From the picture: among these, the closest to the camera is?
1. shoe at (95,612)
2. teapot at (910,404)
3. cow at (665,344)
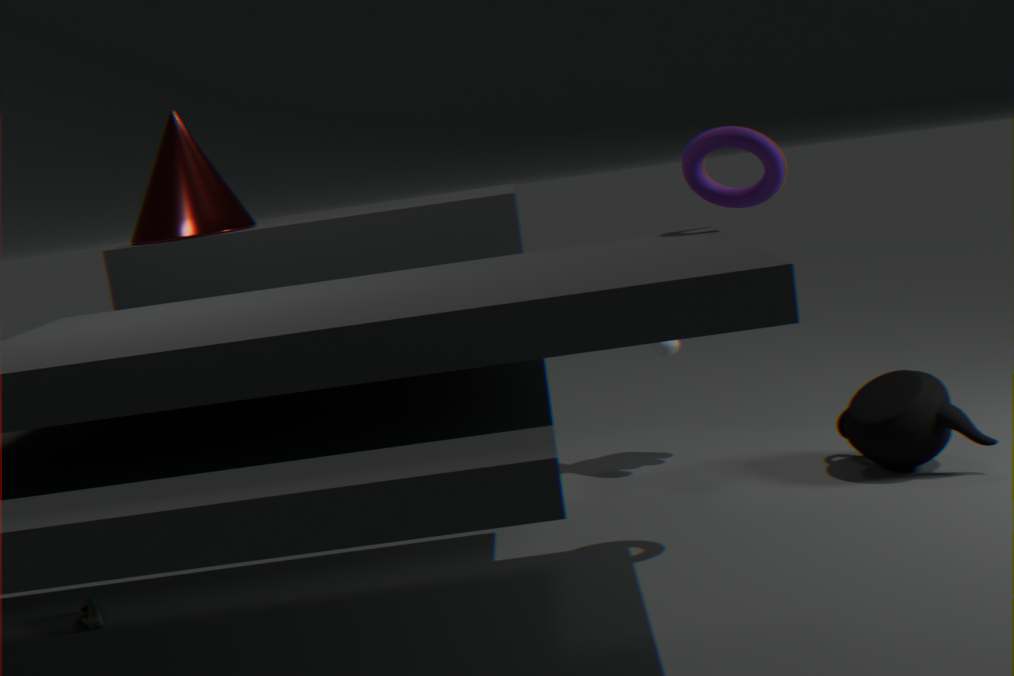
shoe at (95,612)
